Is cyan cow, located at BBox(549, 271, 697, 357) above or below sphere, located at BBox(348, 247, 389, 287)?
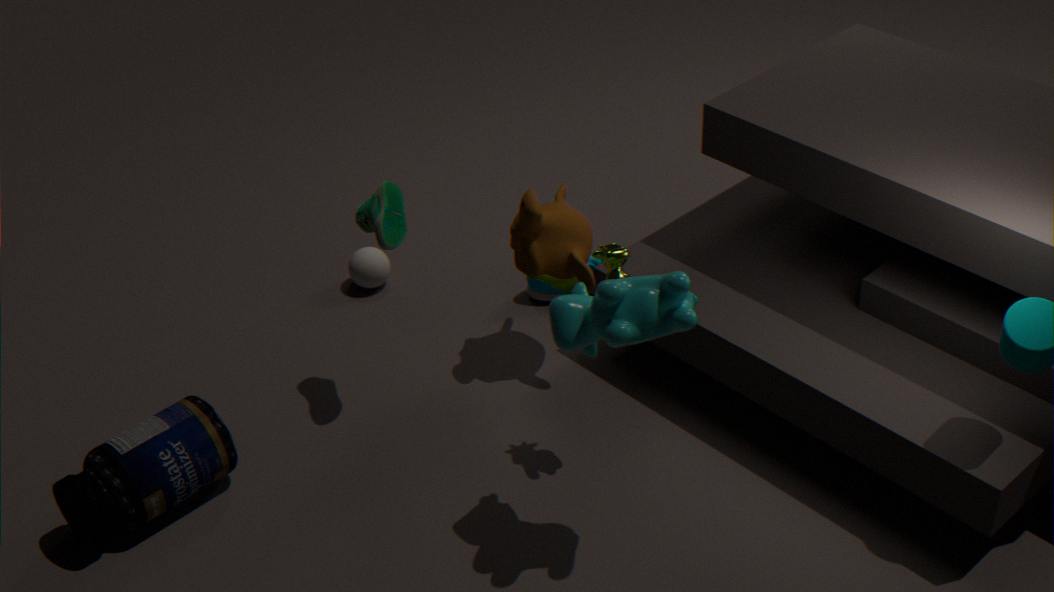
above
